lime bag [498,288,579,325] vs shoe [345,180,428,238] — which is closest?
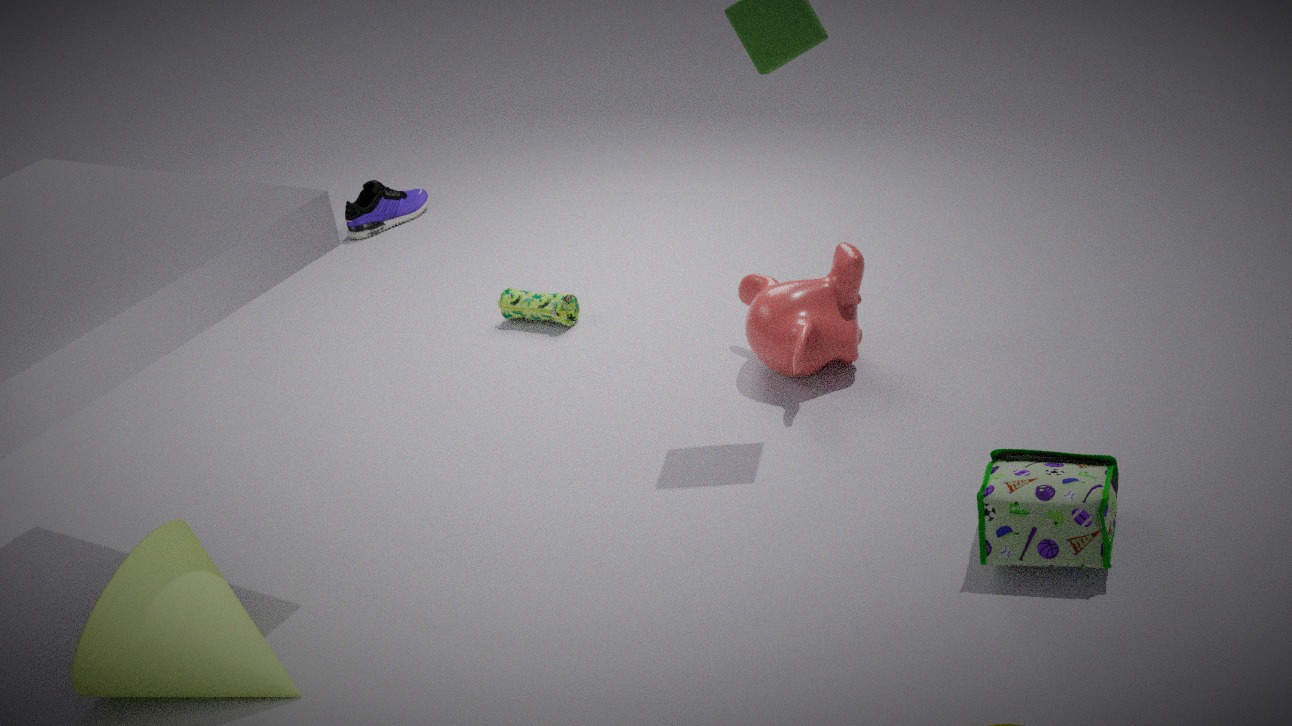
lime bag [498,288,579,325]
